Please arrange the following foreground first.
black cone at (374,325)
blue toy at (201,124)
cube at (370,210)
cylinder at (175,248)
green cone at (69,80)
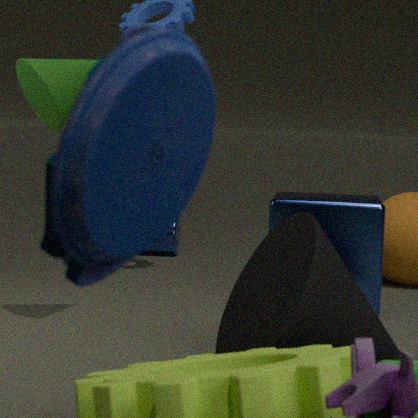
blue toy at (201,124)
black cone at (374,325)
green cone at (69,80)
cube at (370,210)
cylinder at (175,248)
